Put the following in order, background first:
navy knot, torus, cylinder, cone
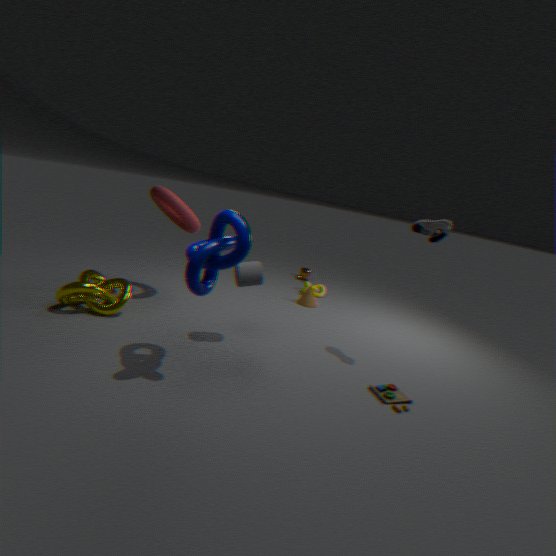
1. cone
2. torus
3. cylinder
4. navy knot
